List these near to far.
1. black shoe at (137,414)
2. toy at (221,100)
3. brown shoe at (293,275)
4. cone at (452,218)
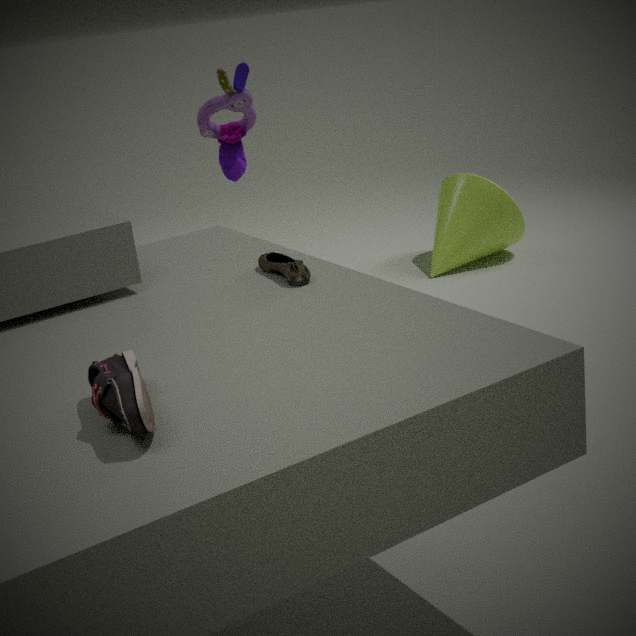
1. black shoe at (137,414)
2. brown shoe at (293,275)
3. toy at (221,100)
4. cone at (452,218)
